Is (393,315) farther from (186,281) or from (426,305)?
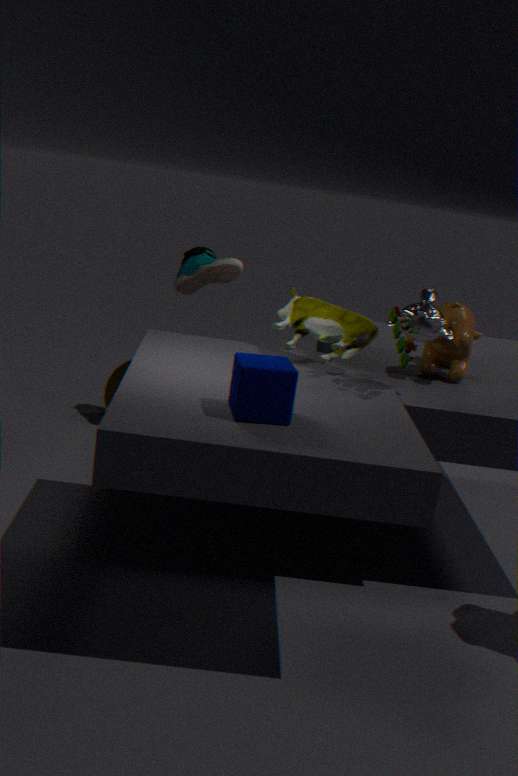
(186,281)
